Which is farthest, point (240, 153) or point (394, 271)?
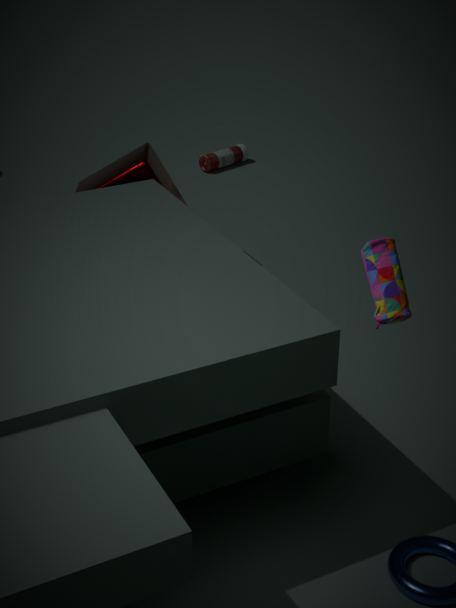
point (240, 153)
